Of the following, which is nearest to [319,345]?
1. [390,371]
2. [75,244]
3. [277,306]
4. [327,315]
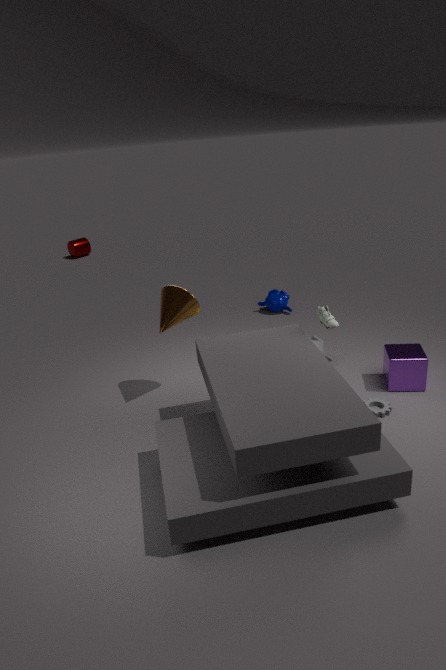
[390,371]
